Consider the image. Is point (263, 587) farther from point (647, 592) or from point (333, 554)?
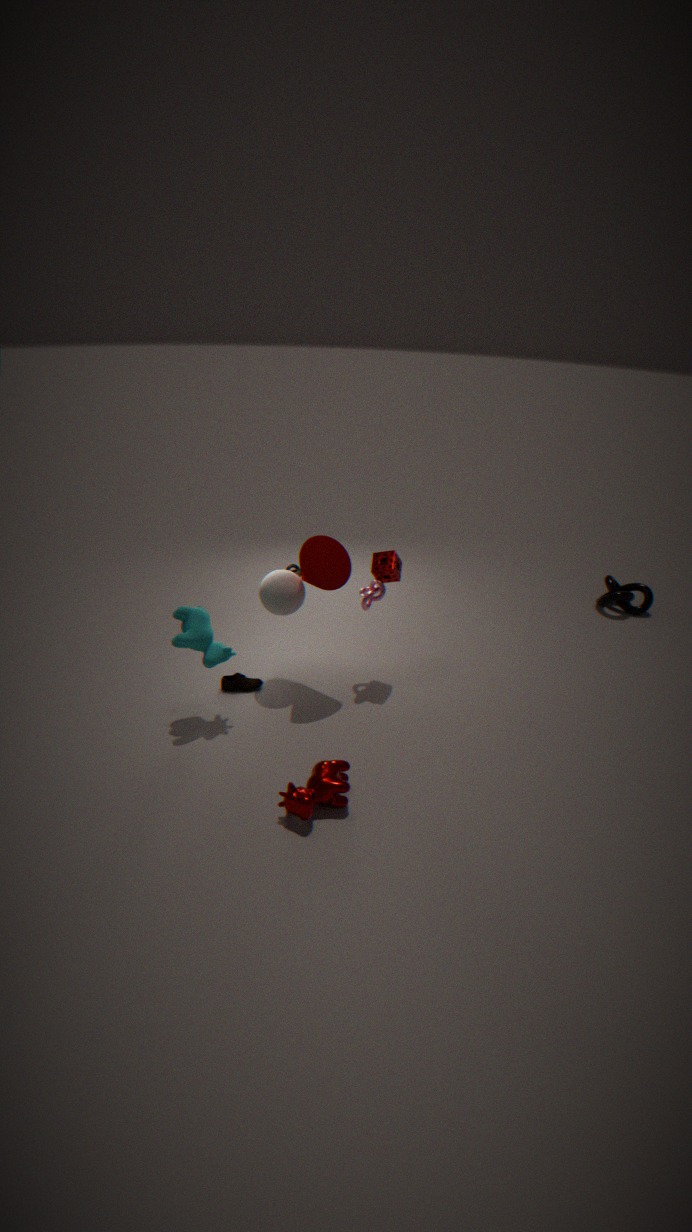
point (647, 592)
